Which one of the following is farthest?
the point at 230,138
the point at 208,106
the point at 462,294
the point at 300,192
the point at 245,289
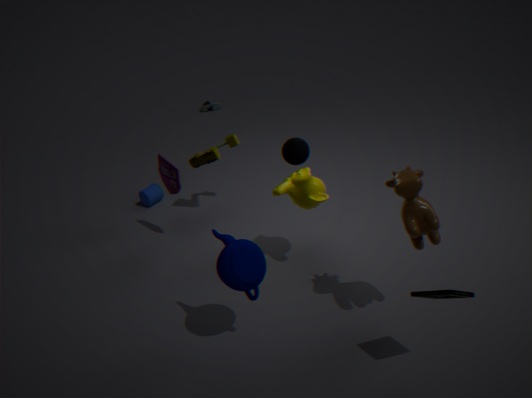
the point at 208,106
